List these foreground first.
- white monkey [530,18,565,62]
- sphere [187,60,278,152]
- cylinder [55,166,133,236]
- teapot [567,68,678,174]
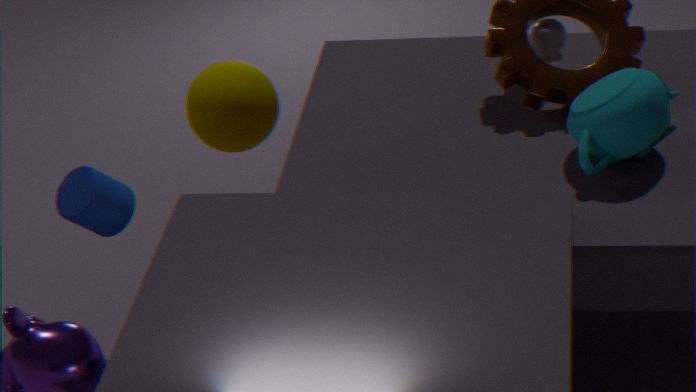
cylinder [55,166,133,236], teapot [567,68,678,174], white monkey [530,18,565,62], sphere [187,60,278,152]
